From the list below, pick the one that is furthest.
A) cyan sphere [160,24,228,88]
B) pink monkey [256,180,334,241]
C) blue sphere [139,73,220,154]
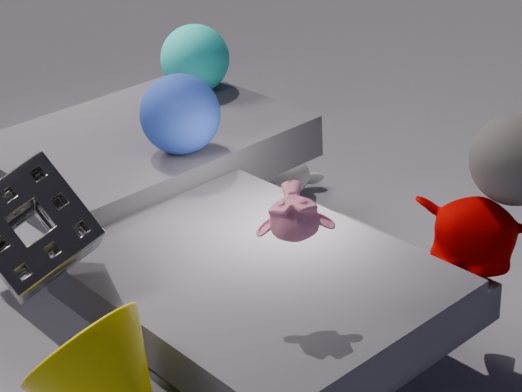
A. cyan sphere [160,24,228,88]
